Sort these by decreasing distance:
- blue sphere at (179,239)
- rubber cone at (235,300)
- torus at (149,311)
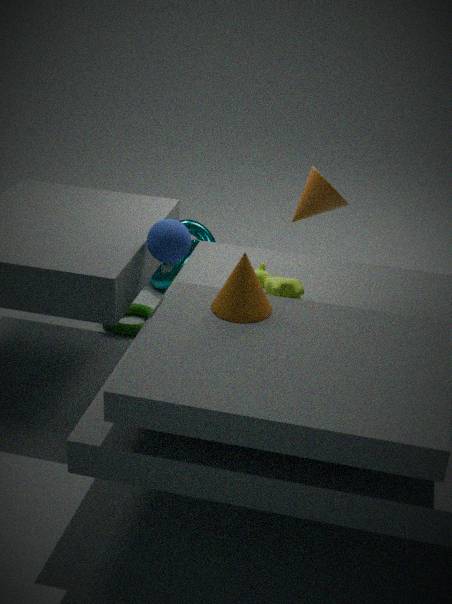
torus at (149,311) → blue sphere at (179,239) → rubber cone at (235,300)
